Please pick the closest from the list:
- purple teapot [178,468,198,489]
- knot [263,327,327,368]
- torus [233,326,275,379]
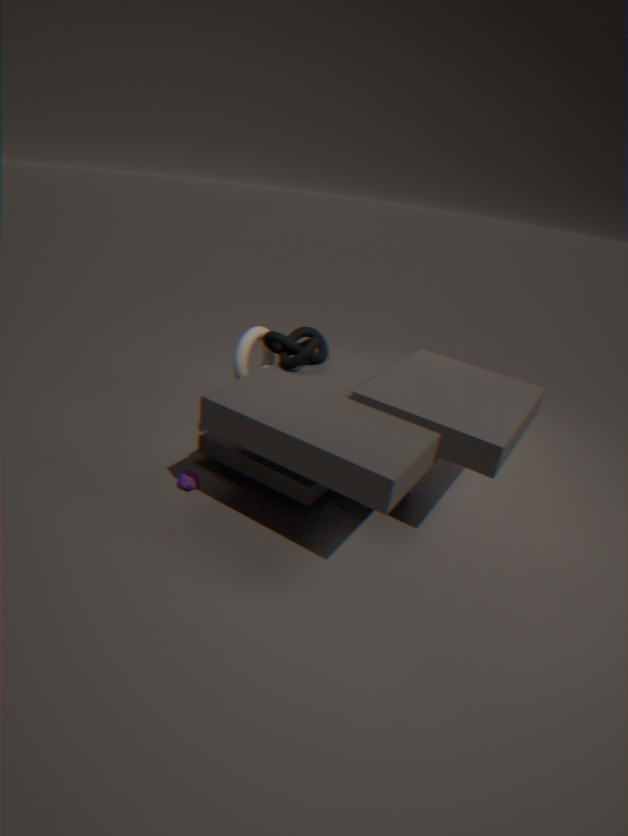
knot [263,327,327,368]
